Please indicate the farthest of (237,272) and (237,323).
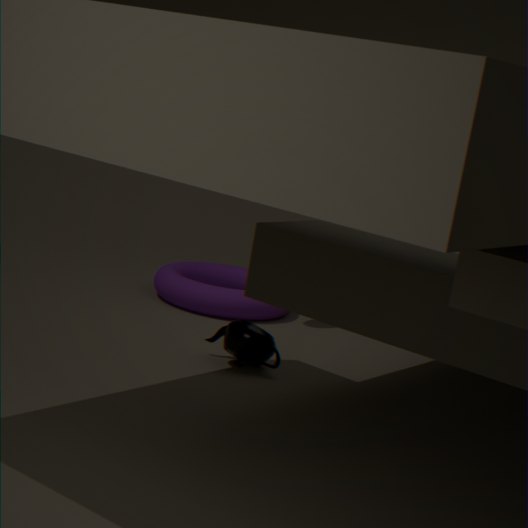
(237,272)
